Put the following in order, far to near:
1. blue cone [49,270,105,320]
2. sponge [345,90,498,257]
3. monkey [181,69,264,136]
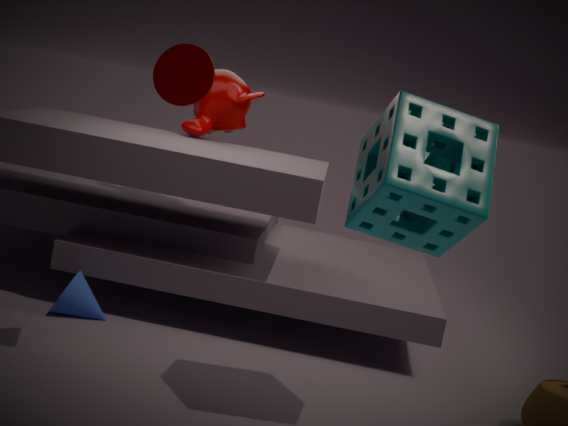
1. monkey [181,69,264,136]
2. blue cone [49,270,105,320]
3. sponge [345,90,498,257]
